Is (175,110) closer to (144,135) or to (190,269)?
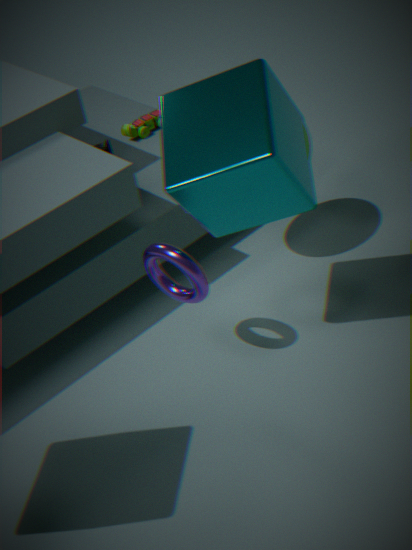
(190,269)
